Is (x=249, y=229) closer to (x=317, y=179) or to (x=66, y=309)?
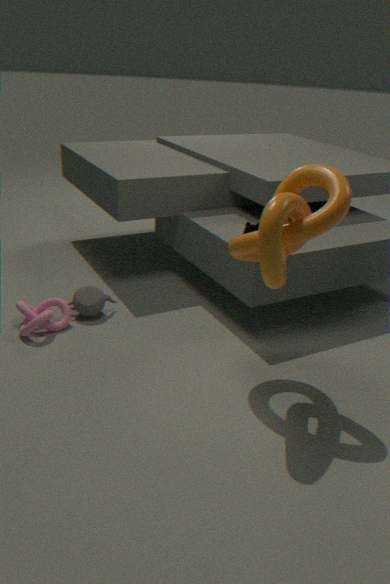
(x=317, y=179)
